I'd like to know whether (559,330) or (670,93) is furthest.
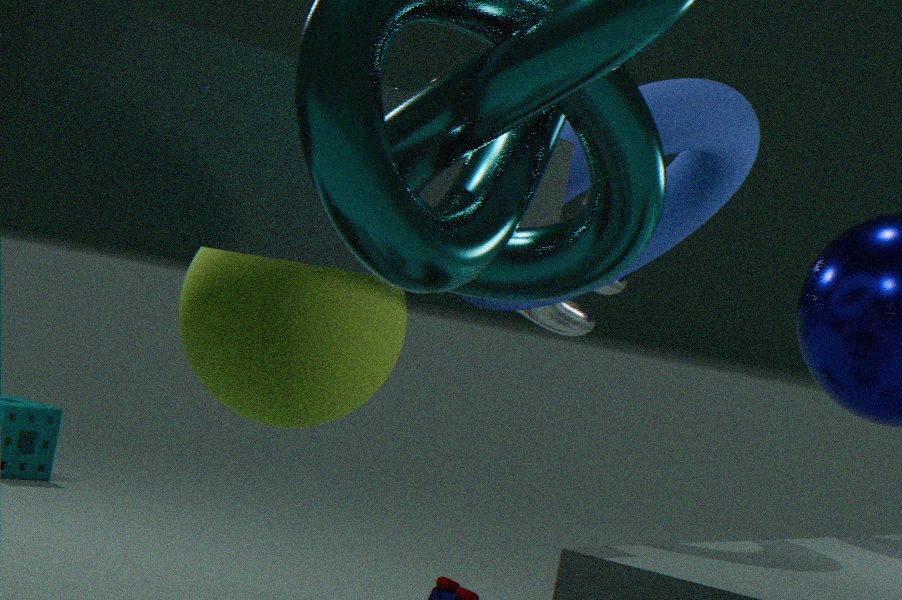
(559,330)
